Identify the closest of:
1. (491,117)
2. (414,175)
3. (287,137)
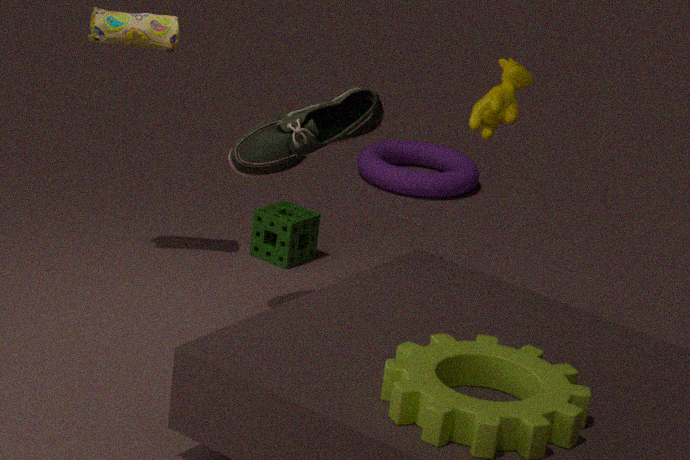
(491,117)
